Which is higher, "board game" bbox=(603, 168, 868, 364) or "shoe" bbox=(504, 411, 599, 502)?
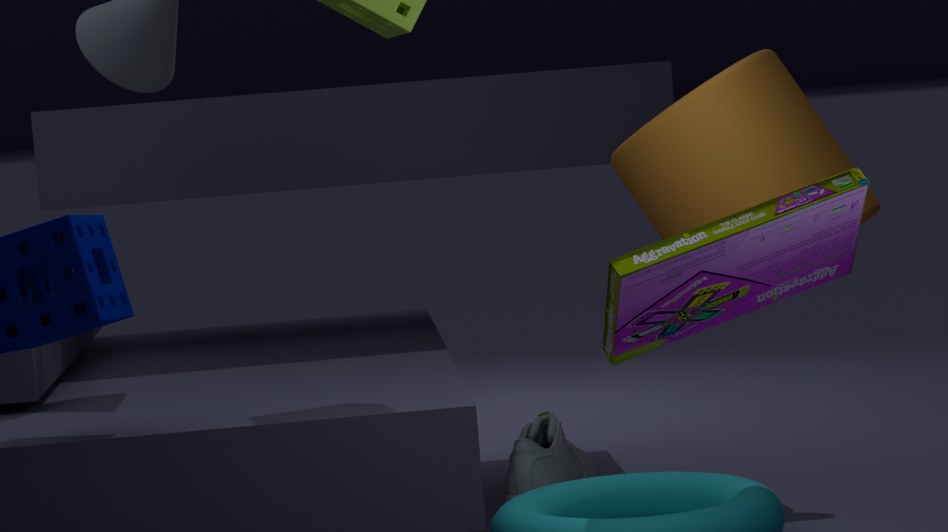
"board game" bbox=(603, 168, 868, 364)
